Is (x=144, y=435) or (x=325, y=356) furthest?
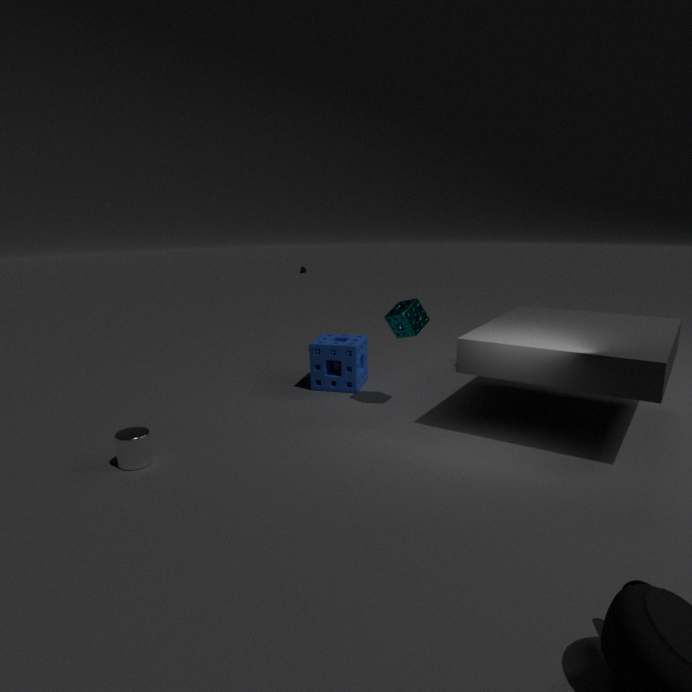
(x=325, y=356)
